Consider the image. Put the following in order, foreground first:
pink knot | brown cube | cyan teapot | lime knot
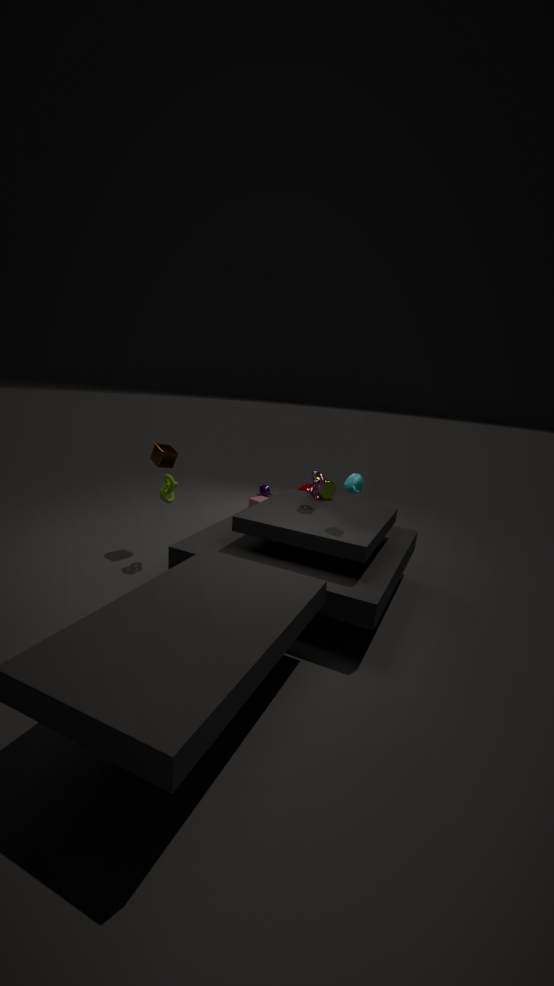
cyan teapot → pink knot → lime knot → brown cube
